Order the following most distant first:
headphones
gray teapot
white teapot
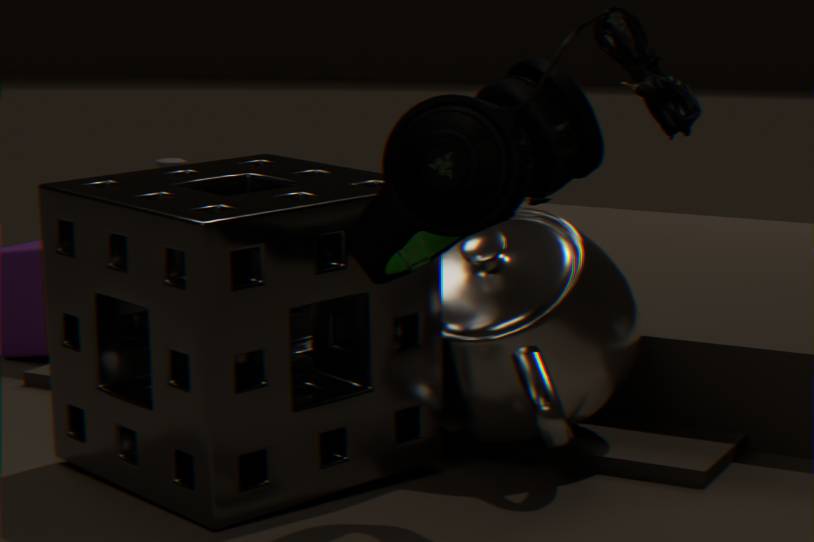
gray teapot, white teapot, headphones
